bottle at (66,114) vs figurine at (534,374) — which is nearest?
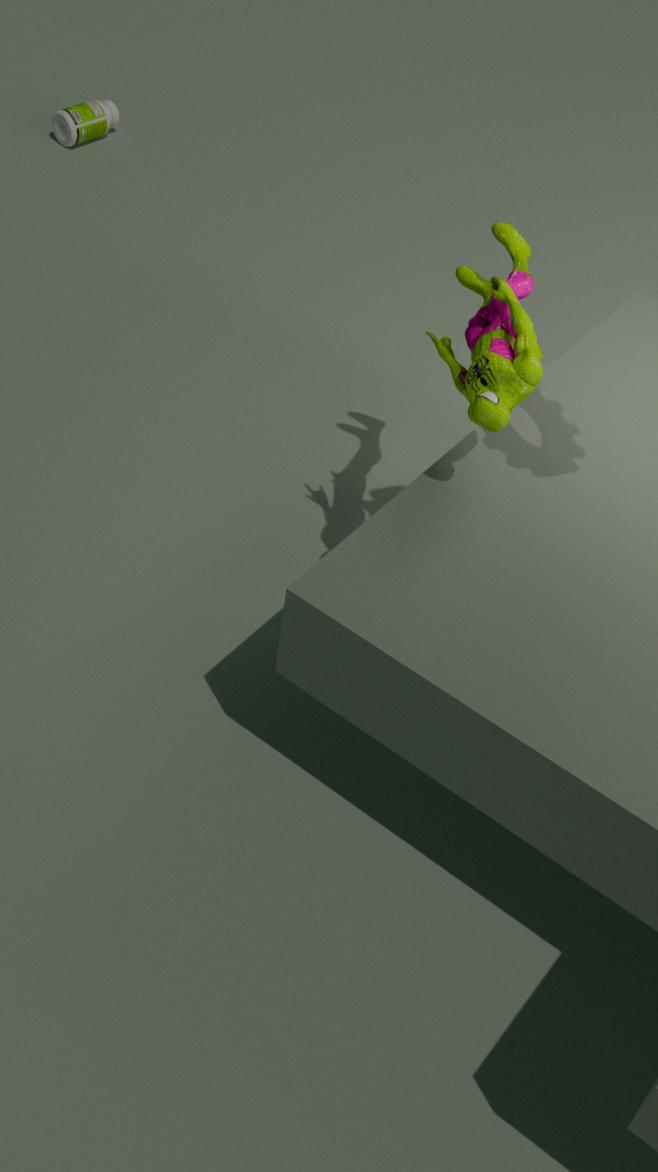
figurine at (534,374)
